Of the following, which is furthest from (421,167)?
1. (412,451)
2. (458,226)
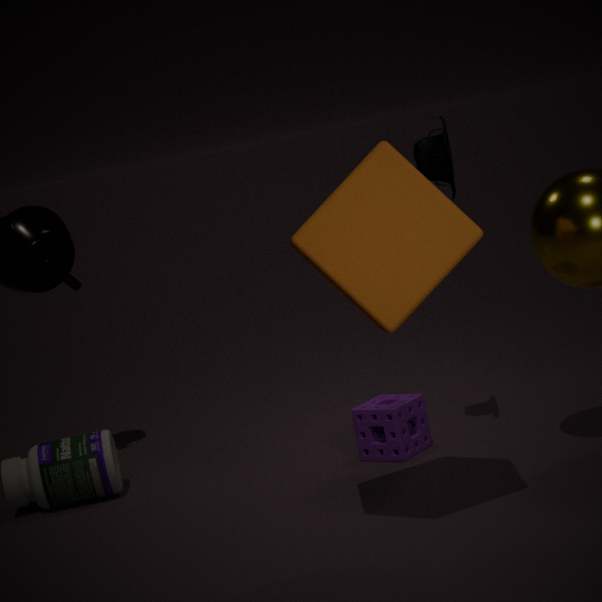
(412,451)
